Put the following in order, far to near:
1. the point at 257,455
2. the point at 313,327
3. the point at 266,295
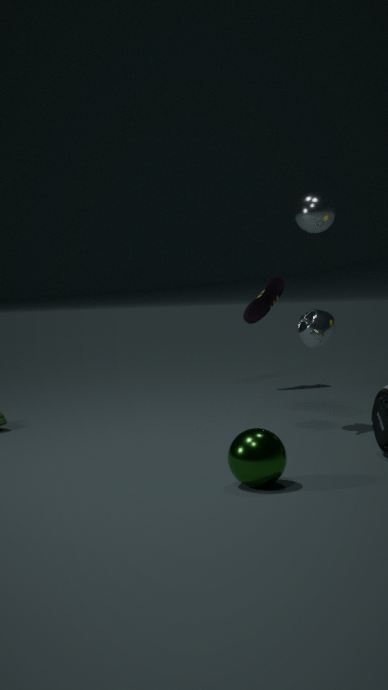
the point at 266,295 < the point at 313,327 < the point at 257,455
